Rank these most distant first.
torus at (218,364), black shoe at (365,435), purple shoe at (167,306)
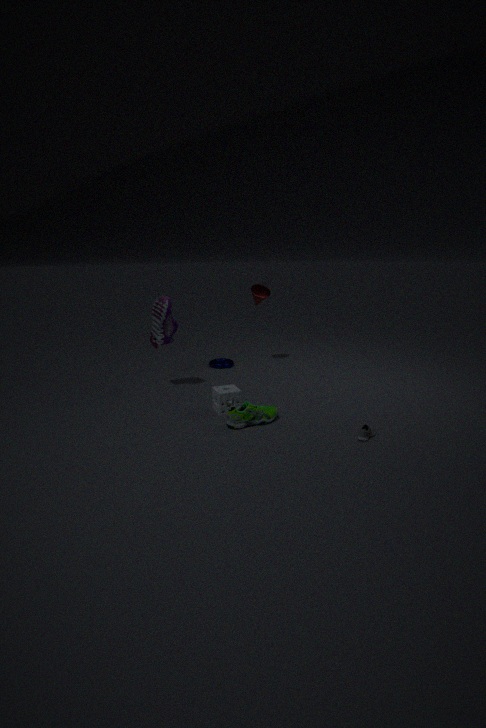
torus at (218,364), purple shoe at (167,306), black shoe at (365,435)
